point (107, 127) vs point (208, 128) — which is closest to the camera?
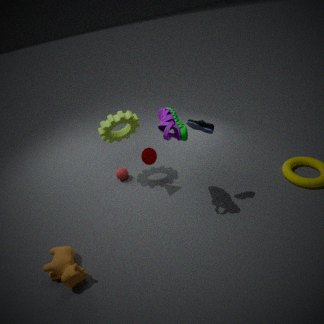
point (208, 128)
